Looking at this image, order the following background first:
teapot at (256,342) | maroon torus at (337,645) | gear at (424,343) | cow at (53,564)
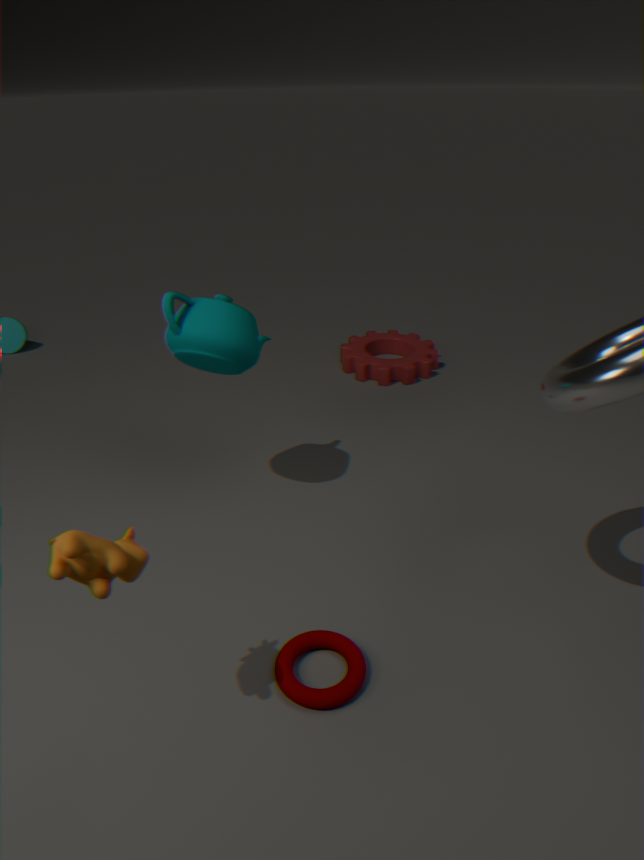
1. gear at (424,343)
2. teapot at (256,342)
3. maroon torus at (337,645)
4. cow at (53,564)
